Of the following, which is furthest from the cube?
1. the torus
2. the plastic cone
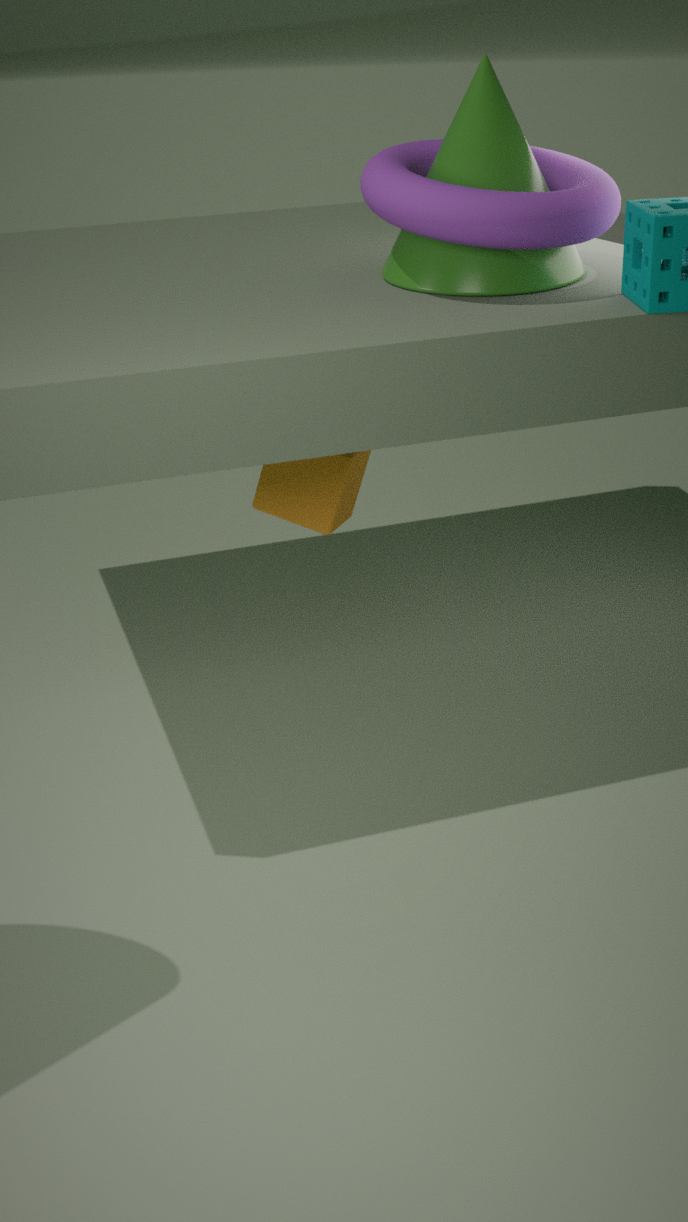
the torus
